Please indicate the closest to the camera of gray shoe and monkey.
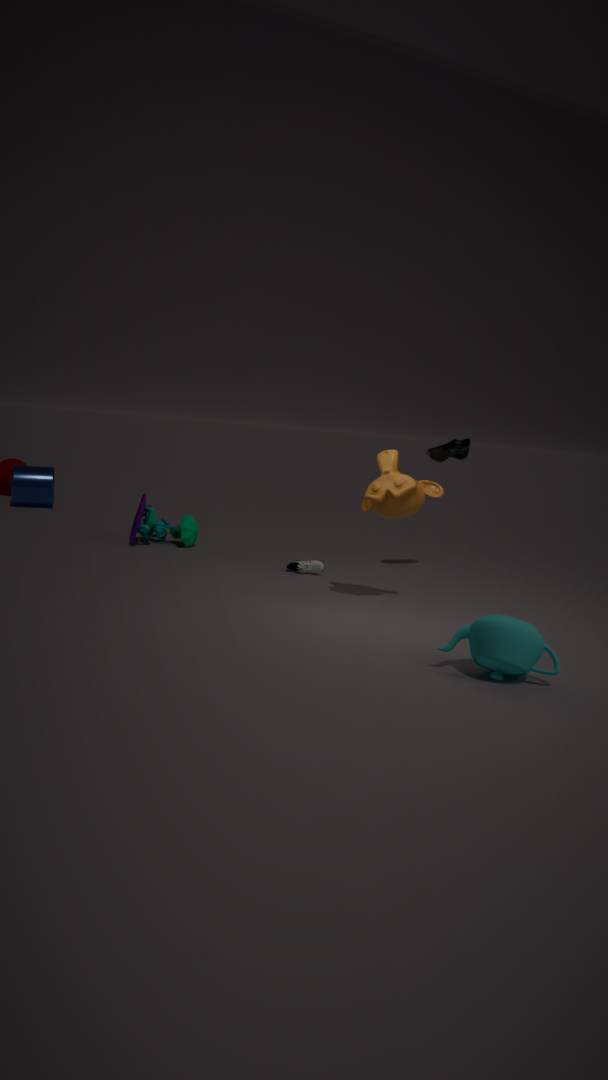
monkey
